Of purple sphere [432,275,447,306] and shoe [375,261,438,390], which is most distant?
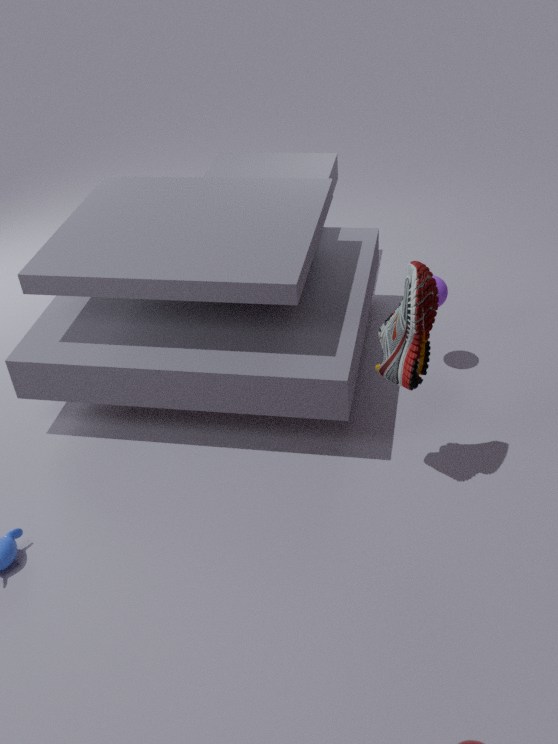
purple sphere [432,275,447,306]
